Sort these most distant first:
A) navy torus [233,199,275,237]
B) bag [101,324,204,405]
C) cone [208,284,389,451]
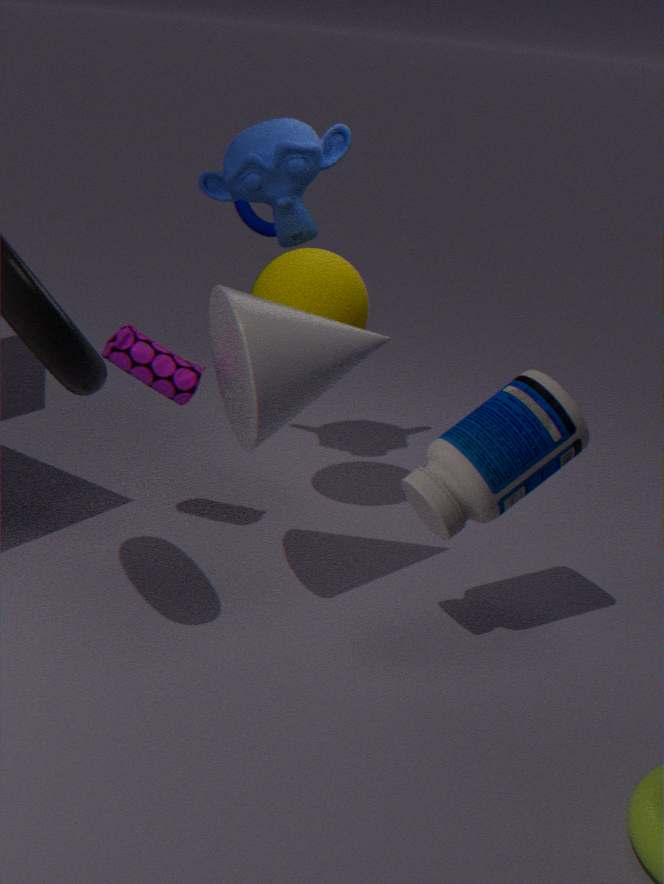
navy torus [233,199,275,237], bag [101,324,204,405], cone [208,284,389,451]
